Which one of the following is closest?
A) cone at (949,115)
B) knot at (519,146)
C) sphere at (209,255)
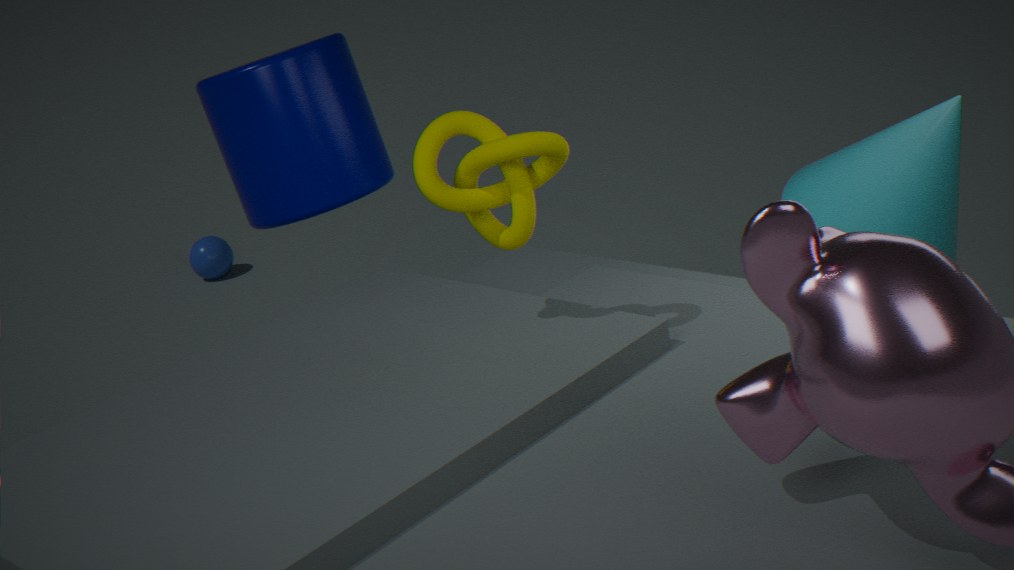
knot at (519,146)
